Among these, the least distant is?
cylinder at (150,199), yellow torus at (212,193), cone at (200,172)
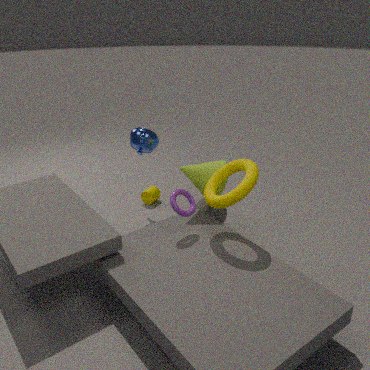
yellow torus at (212,193)
